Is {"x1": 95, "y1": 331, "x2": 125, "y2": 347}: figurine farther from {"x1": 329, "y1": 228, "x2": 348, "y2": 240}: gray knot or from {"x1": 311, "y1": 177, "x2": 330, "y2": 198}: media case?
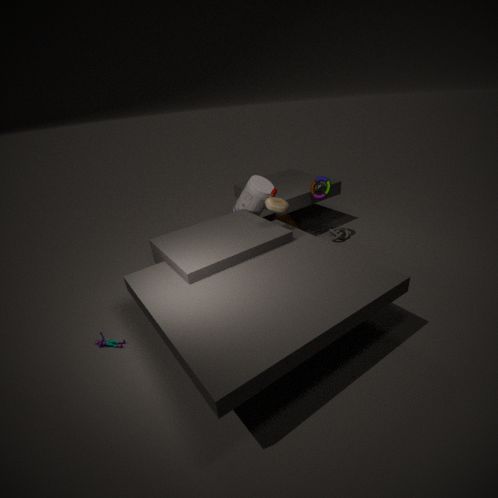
{"x1": 329, "y1": 228, "x2": 348, "y2": 240}: gray knot
